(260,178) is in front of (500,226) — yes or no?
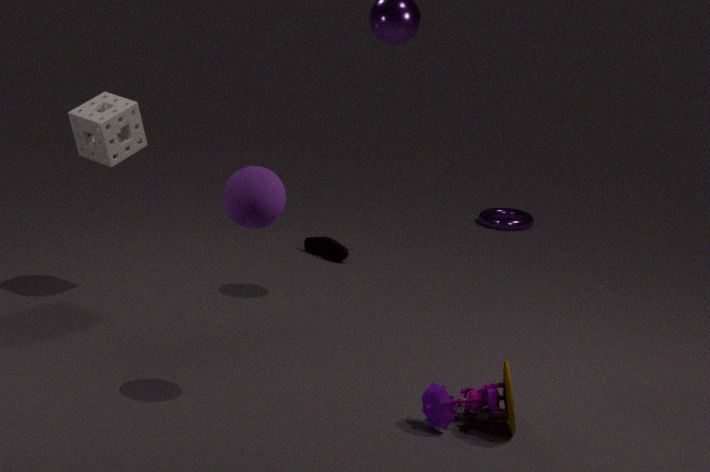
Yes
